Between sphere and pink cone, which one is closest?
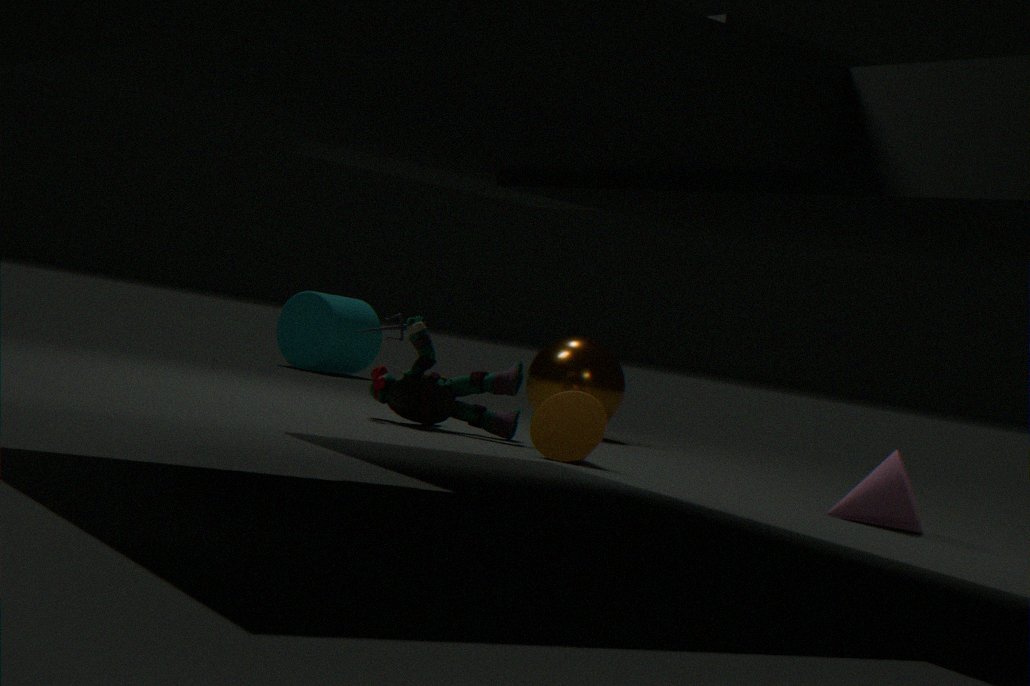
pink cone
